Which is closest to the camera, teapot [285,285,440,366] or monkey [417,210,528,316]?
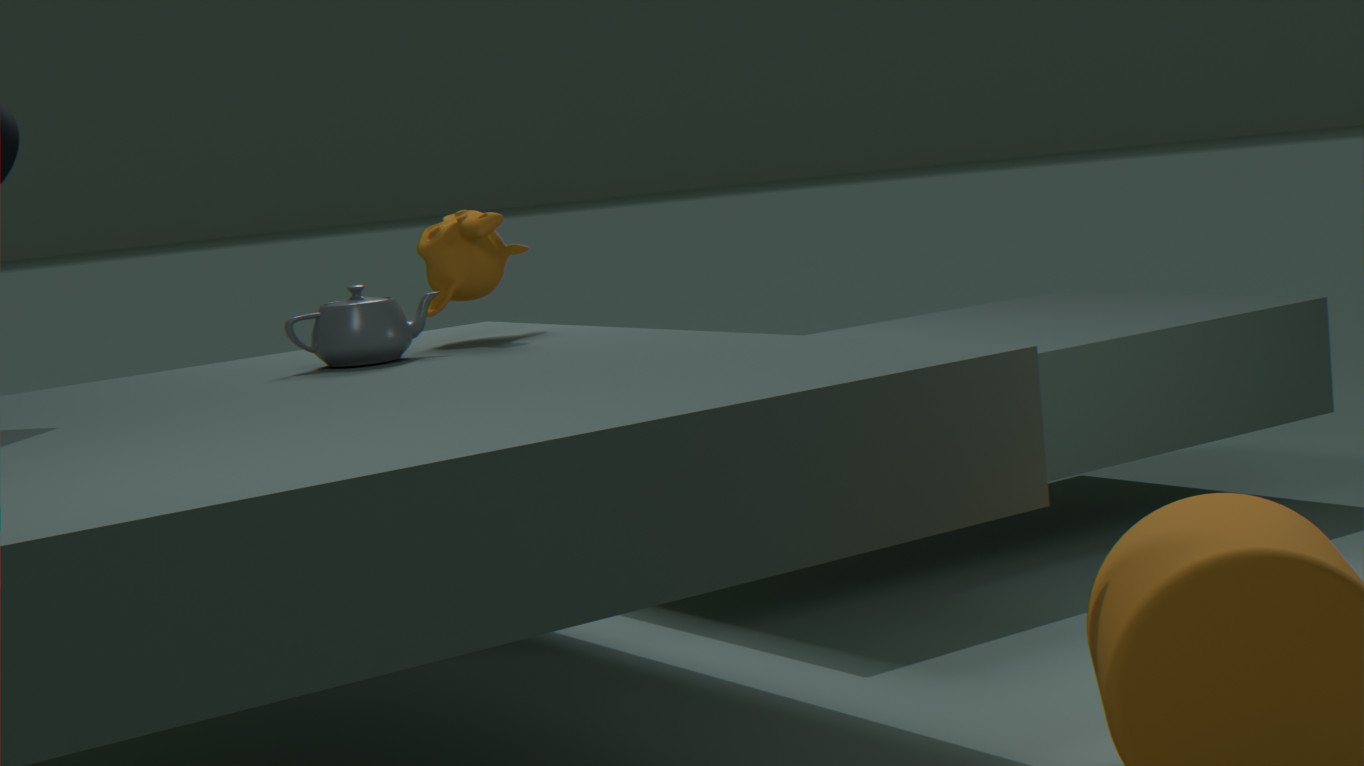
teapot [285,285,440,366]
